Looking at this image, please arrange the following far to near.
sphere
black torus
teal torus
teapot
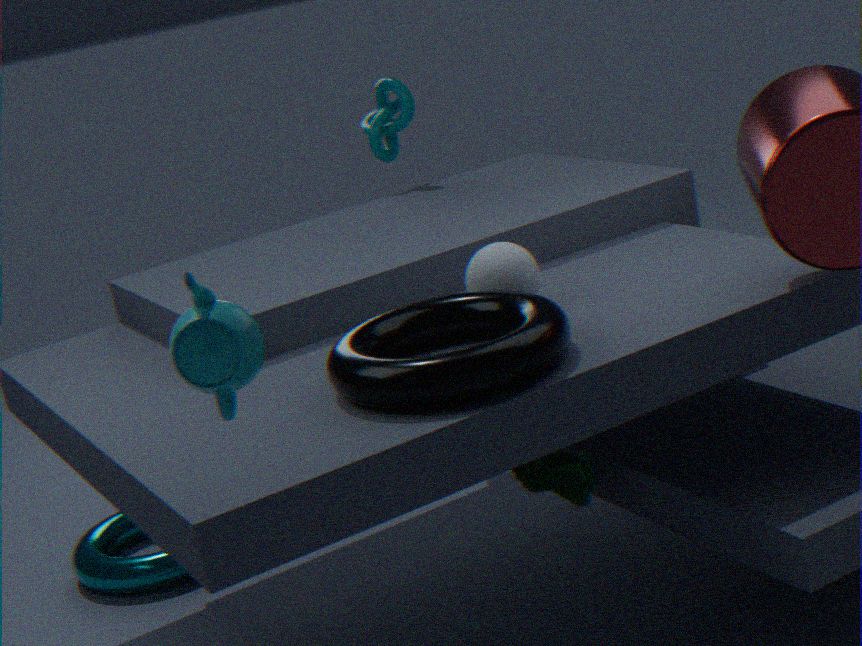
teal torus → sphere → black torus → teapot
